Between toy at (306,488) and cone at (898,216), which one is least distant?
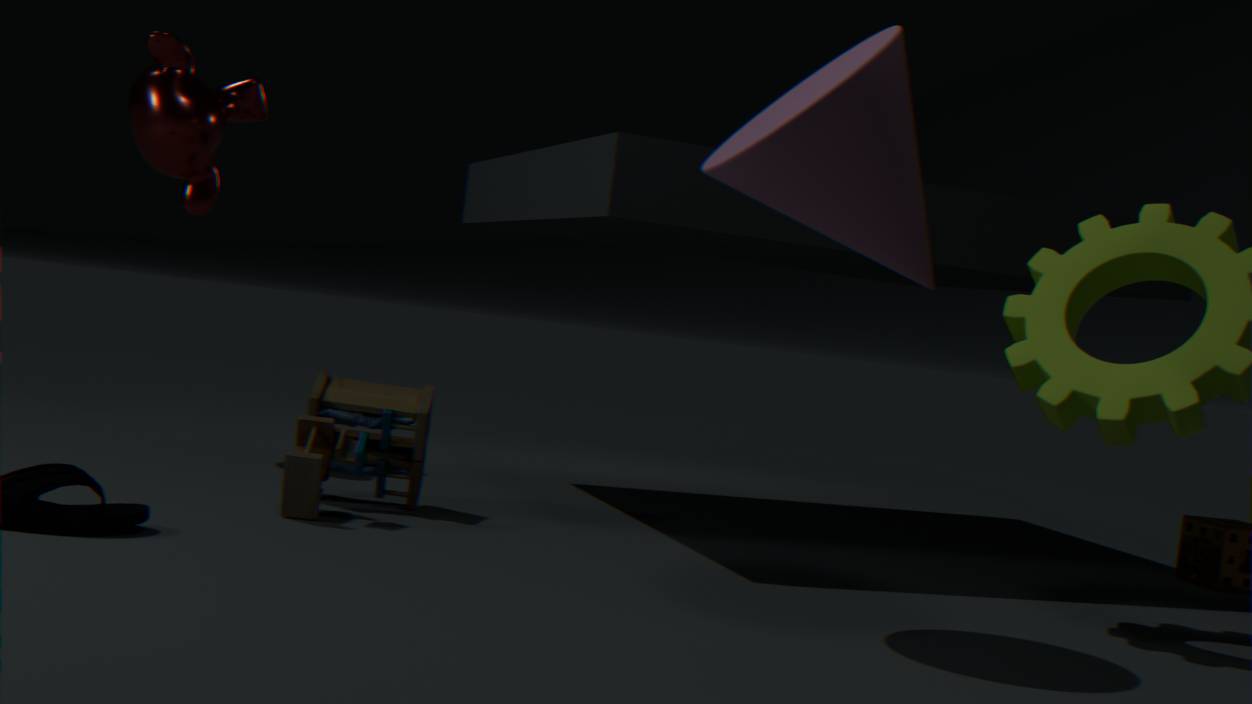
cone at (898,216)
